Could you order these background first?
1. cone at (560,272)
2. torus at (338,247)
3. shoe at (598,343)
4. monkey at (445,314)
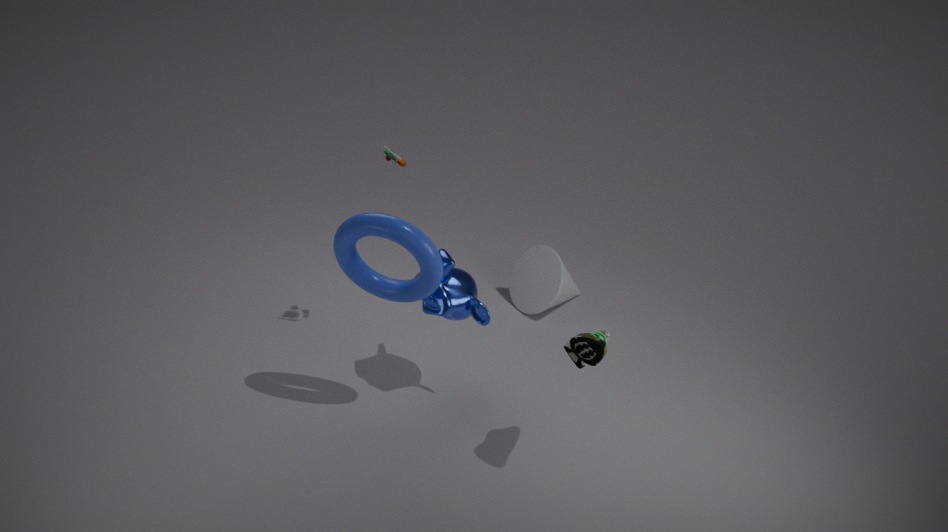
cone at (560,272) < monkey at (445,314) < torus at (338,247) < shoe at (598,343)
